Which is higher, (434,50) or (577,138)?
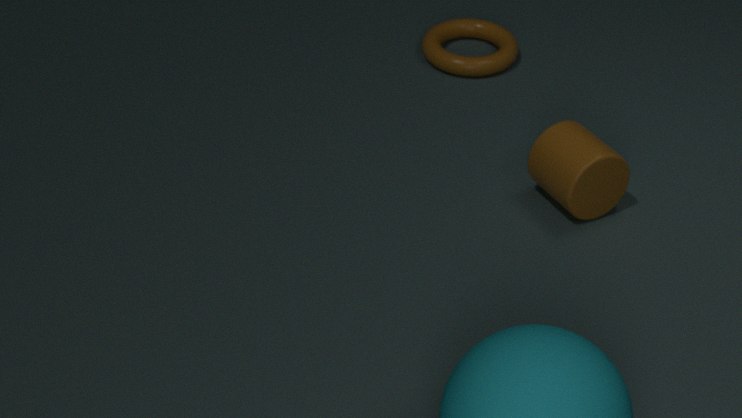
(577,138)
